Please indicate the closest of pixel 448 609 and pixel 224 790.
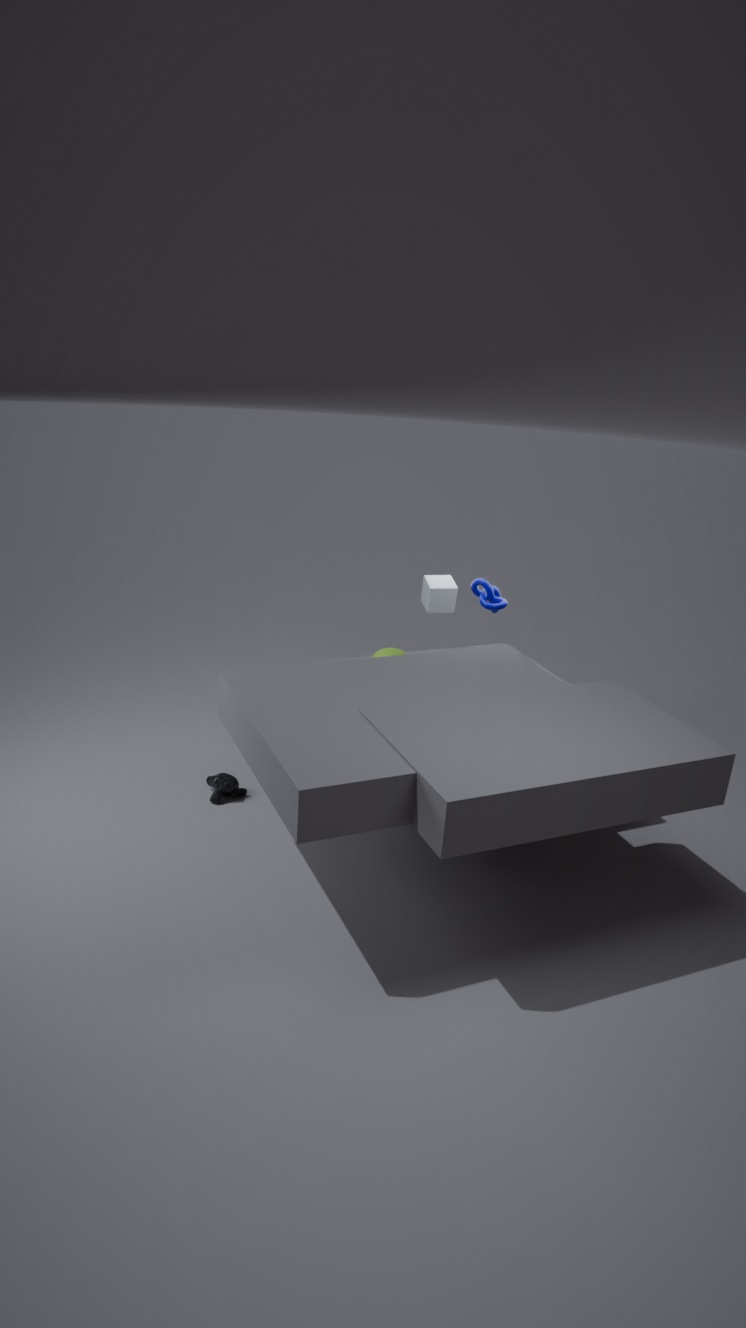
pixel 224 790
